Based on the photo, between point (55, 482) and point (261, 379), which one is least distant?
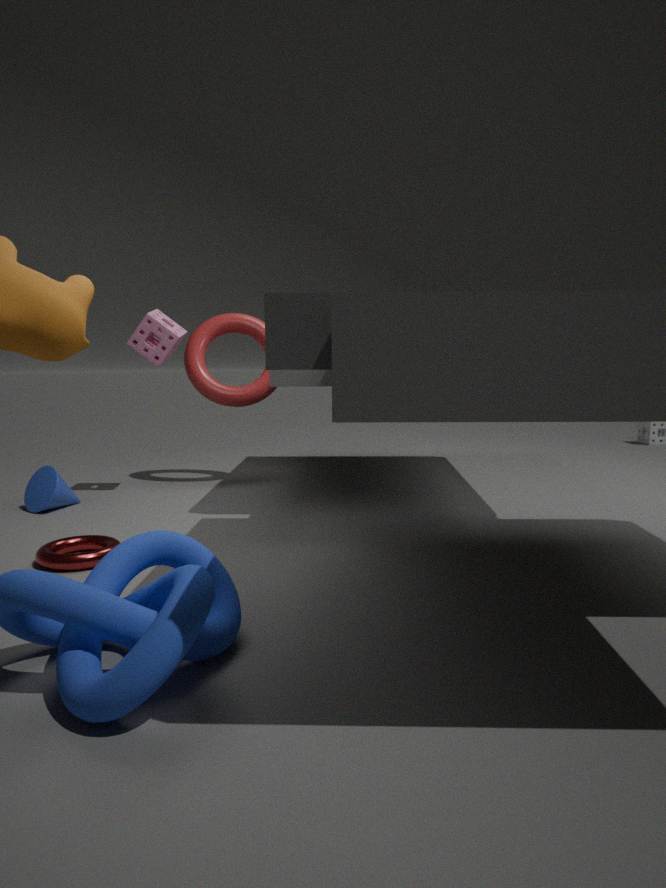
point (55, 482)
